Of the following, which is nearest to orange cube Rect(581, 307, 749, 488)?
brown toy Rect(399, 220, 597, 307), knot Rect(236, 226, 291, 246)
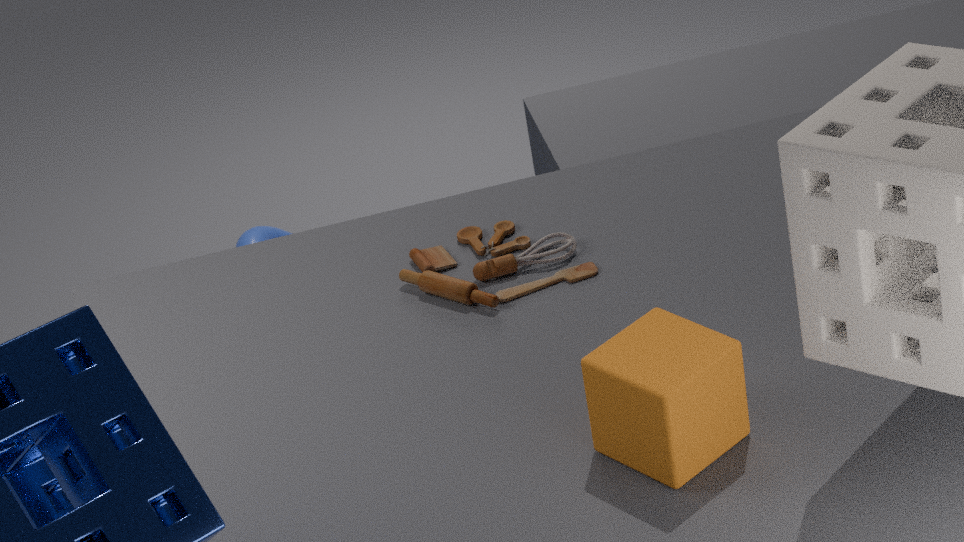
brown toy Rect(399, 220, 597, 307)
